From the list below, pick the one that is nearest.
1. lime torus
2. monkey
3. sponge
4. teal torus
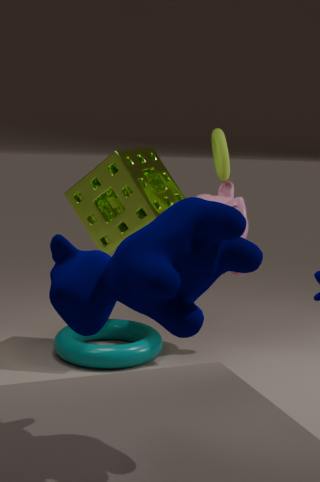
sponge
